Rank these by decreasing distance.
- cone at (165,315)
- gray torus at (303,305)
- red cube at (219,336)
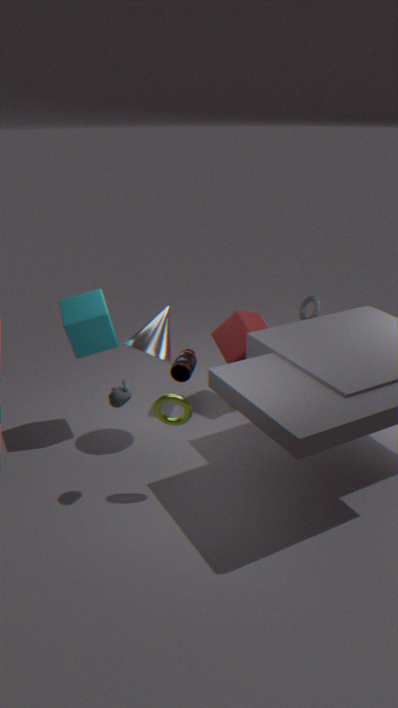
gray torus at (303,305) → red cube at (219,336) → cone at (165,315)
